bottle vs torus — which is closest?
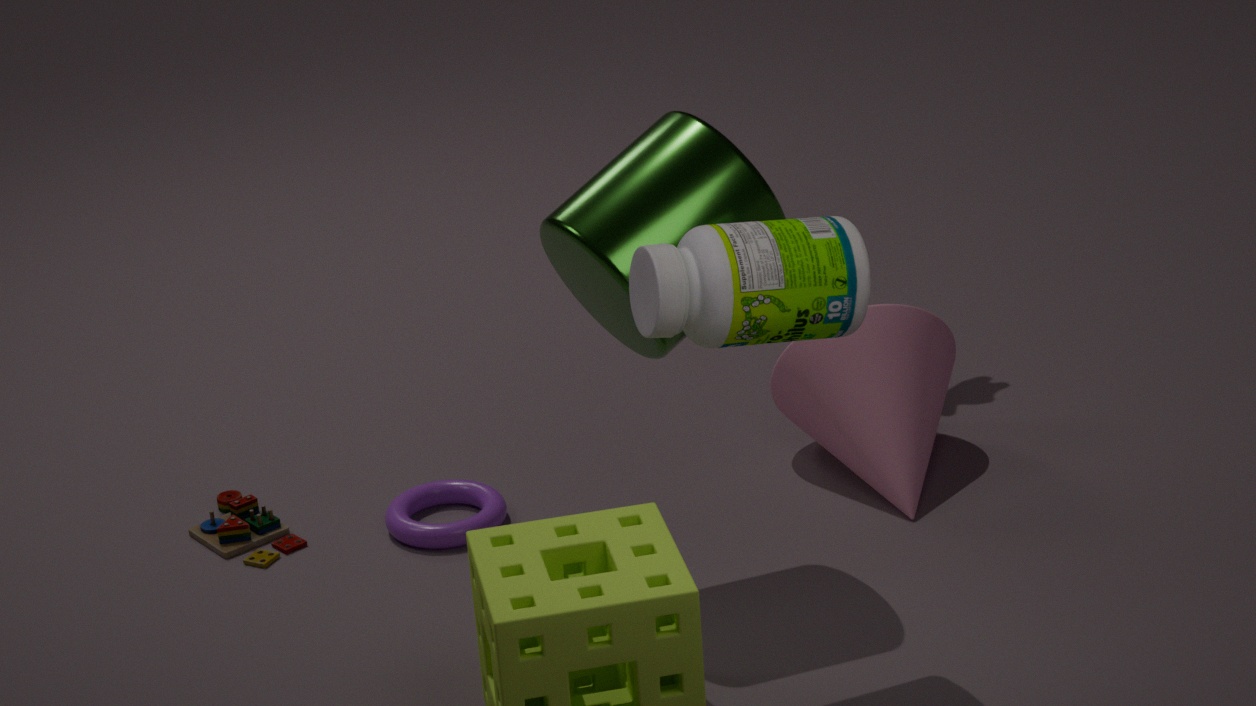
bottle
